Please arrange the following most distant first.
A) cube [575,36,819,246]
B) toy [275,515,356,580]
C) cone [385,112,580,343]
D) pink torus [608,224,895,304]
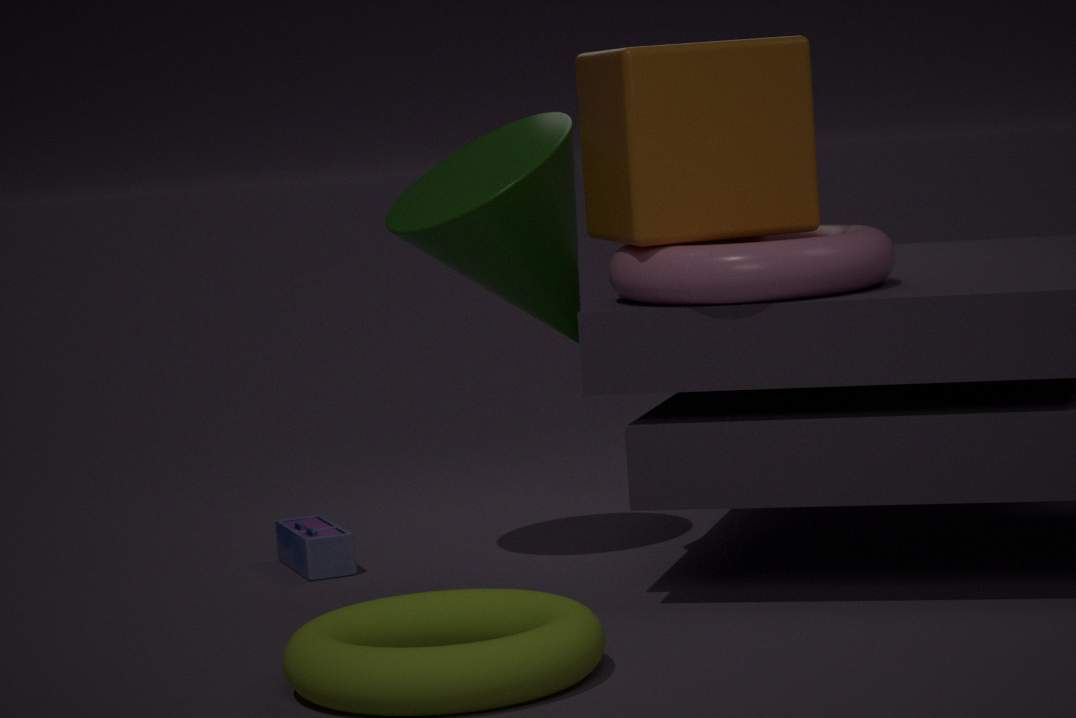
B. toy [275,515,356,580], C. cone [385,112,580,343], A. cube [575,36,819,246], D. pink torus [608,224,895,304]
